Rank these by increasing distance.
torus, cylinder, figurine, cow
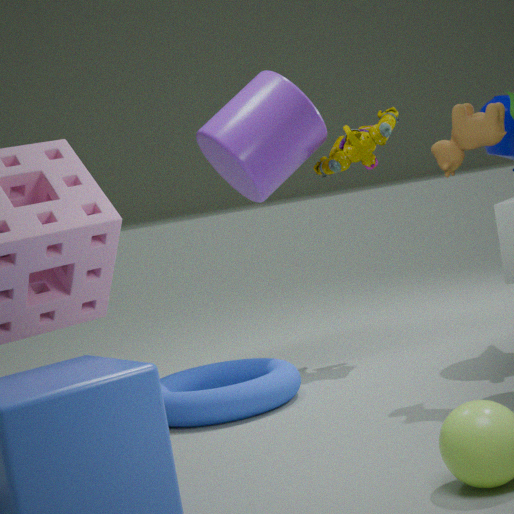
cow, torus, cylinder, figurine
